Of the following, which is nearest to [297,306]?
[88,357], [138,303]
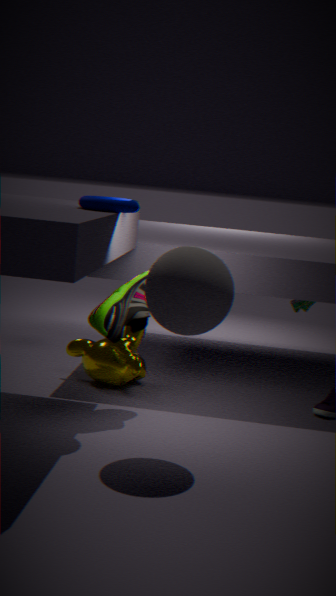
[88,357]
